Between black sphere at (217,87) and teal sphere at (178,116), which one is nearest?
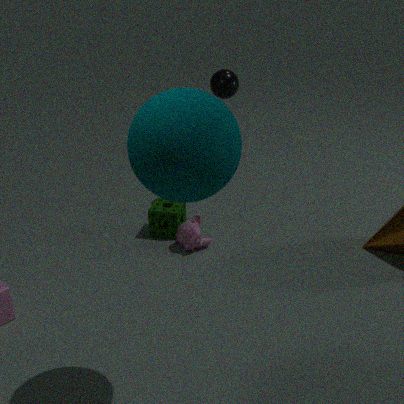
teal sphere at (178,116)
